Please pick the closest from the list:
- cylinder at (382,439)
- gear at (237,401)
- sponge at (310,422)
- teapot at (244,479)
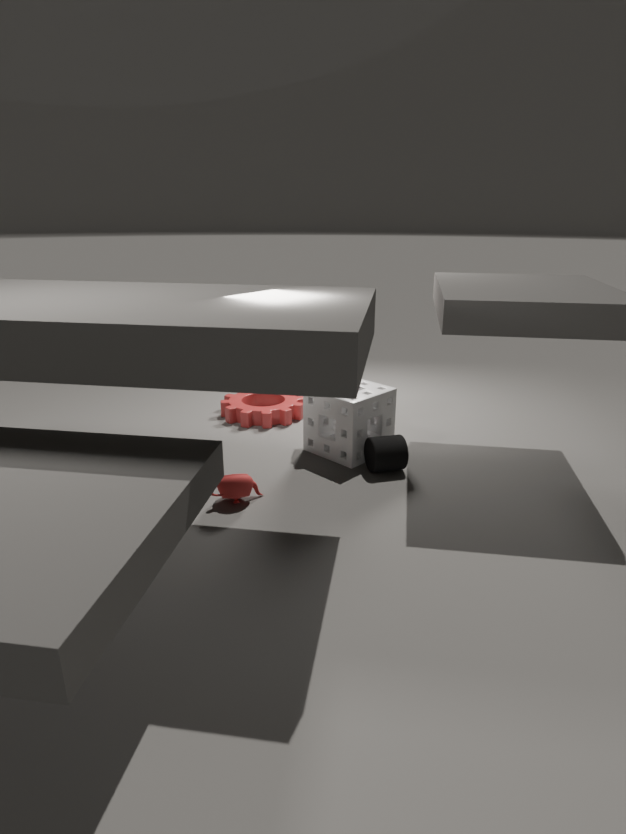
teapot at (244,479)
